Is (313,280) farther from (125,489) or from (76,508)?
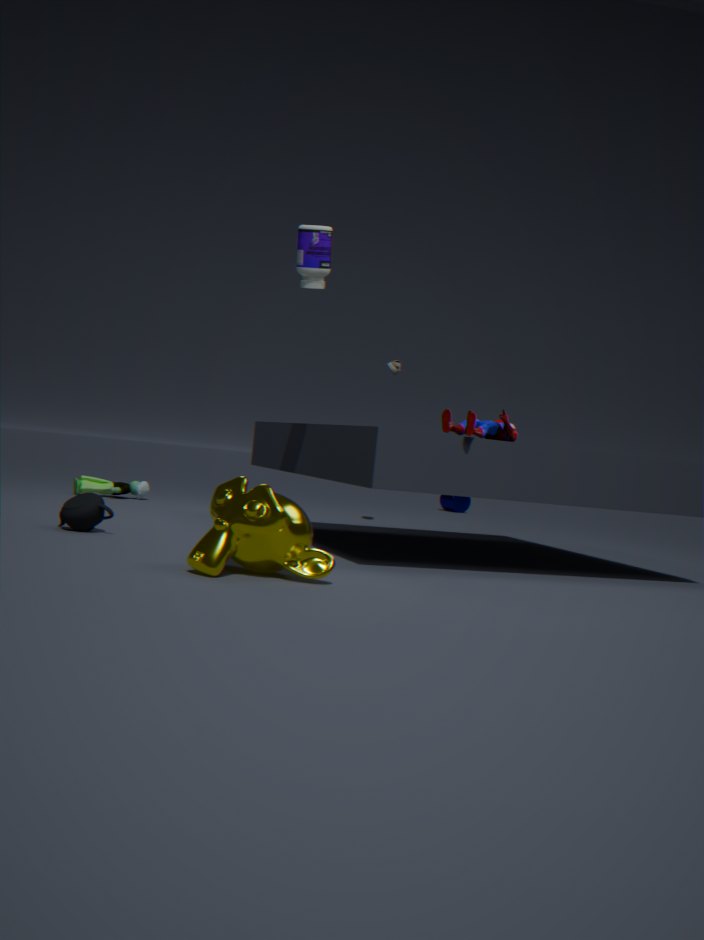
(125,489)
